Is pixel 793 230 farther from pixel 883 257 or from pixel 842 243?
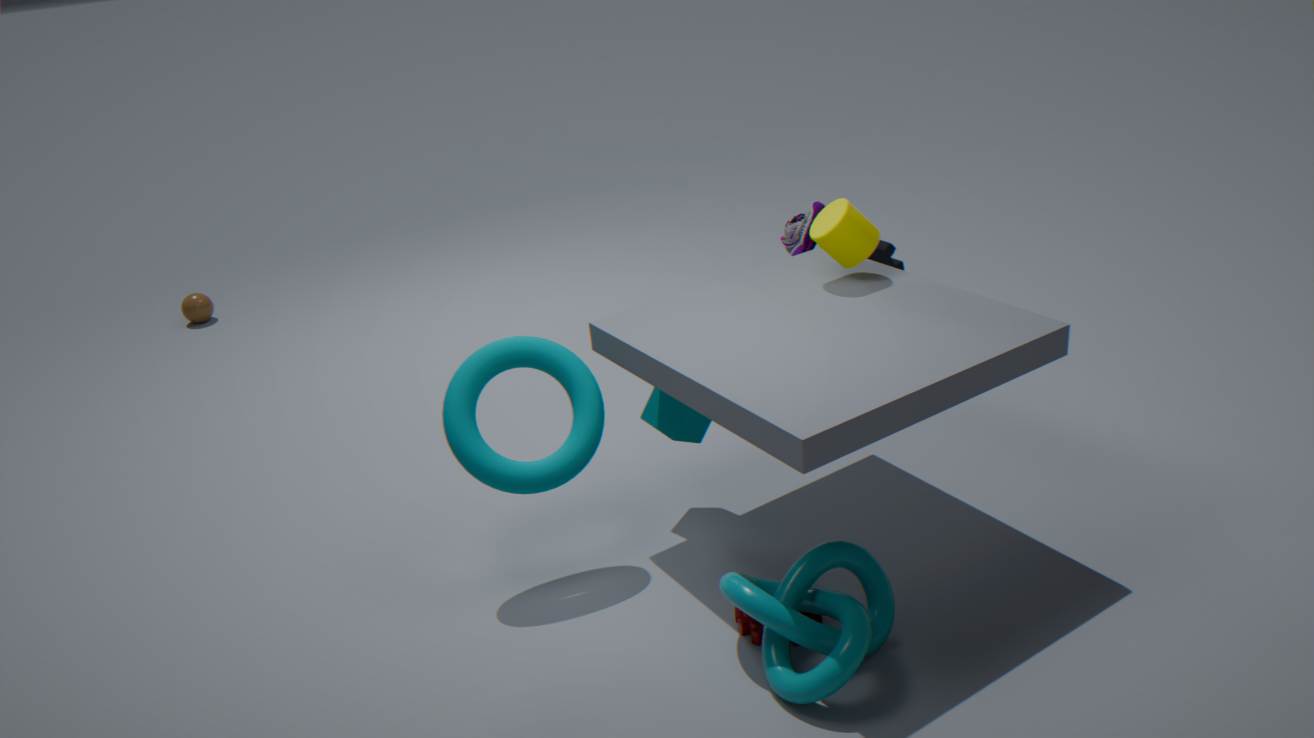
pixel 842 243
